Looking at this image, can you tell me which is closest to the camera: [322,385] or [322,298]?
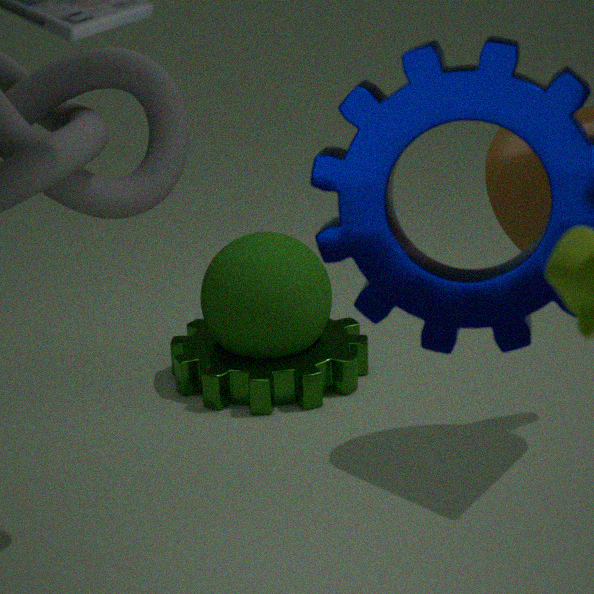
[322,298]
